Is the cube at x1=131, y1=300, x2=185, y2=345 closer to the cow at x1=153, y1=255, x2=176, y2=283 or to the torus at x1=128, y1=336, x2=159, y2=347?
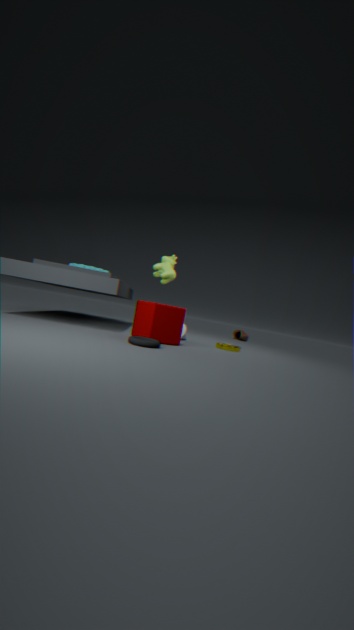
the torus at x1=128, y1=336, x2=159, y2=347
